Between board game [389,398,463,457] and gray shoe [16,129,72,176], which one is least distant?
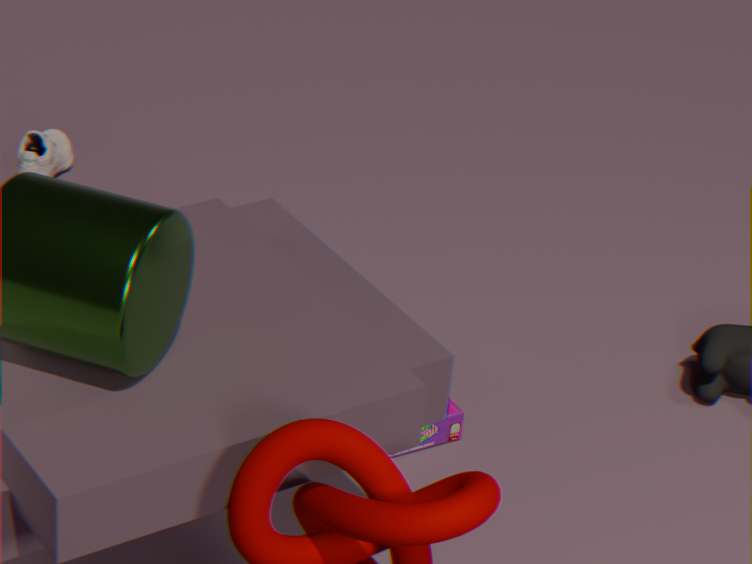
board game [389,398,463,457]
